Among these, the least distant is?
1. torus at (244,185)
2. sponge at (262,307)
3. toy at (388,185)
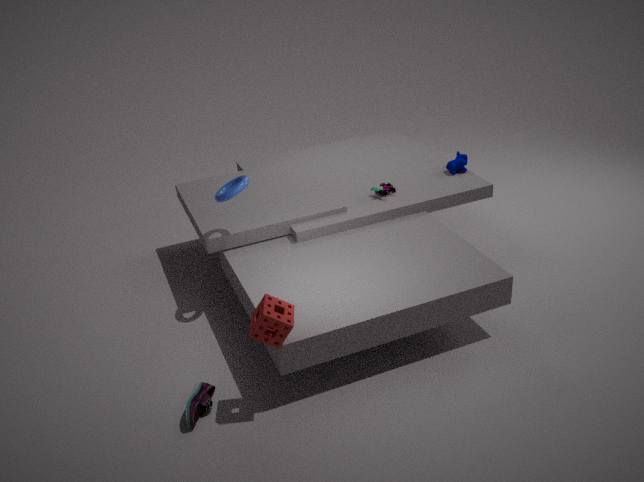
sponge at (262,307)
